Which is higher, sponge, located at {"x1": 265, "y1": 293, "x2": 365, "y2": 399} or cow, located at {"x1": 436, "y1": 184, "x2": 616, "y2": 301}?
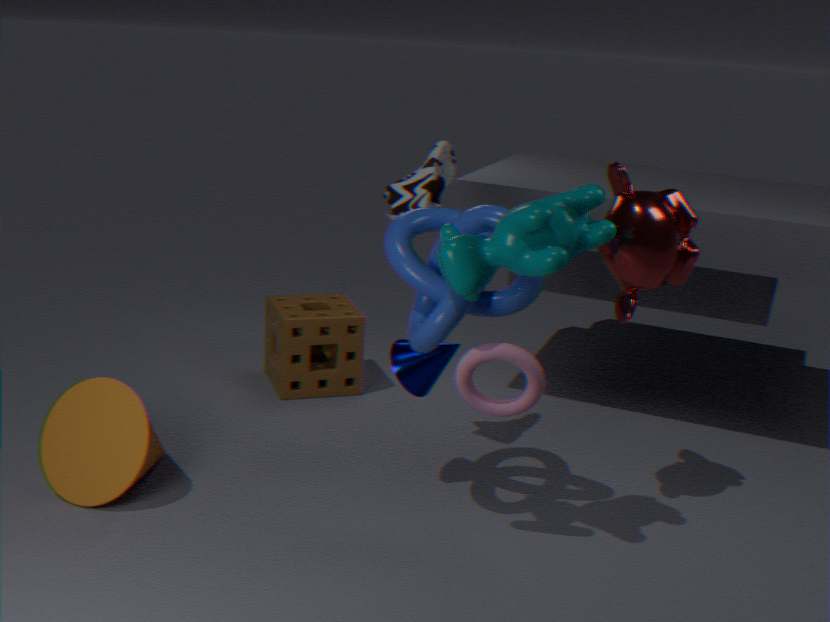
cow, located at {"x1": 436, "y1": 184, "x2": 616, "y2": 301}
